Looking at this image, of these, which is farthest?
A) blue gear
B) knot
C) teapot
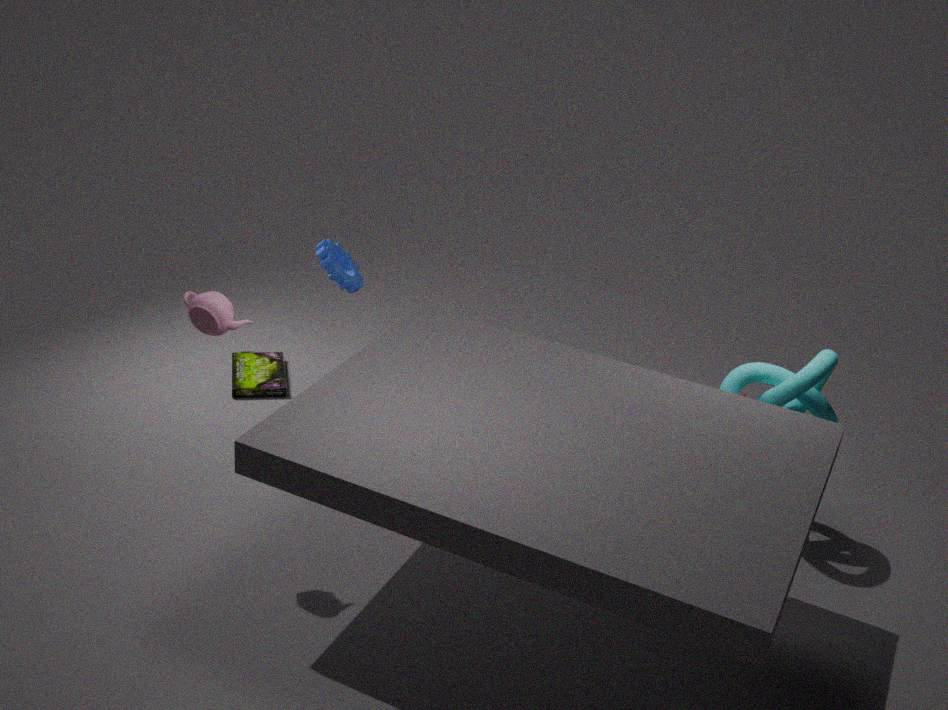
blue gear
